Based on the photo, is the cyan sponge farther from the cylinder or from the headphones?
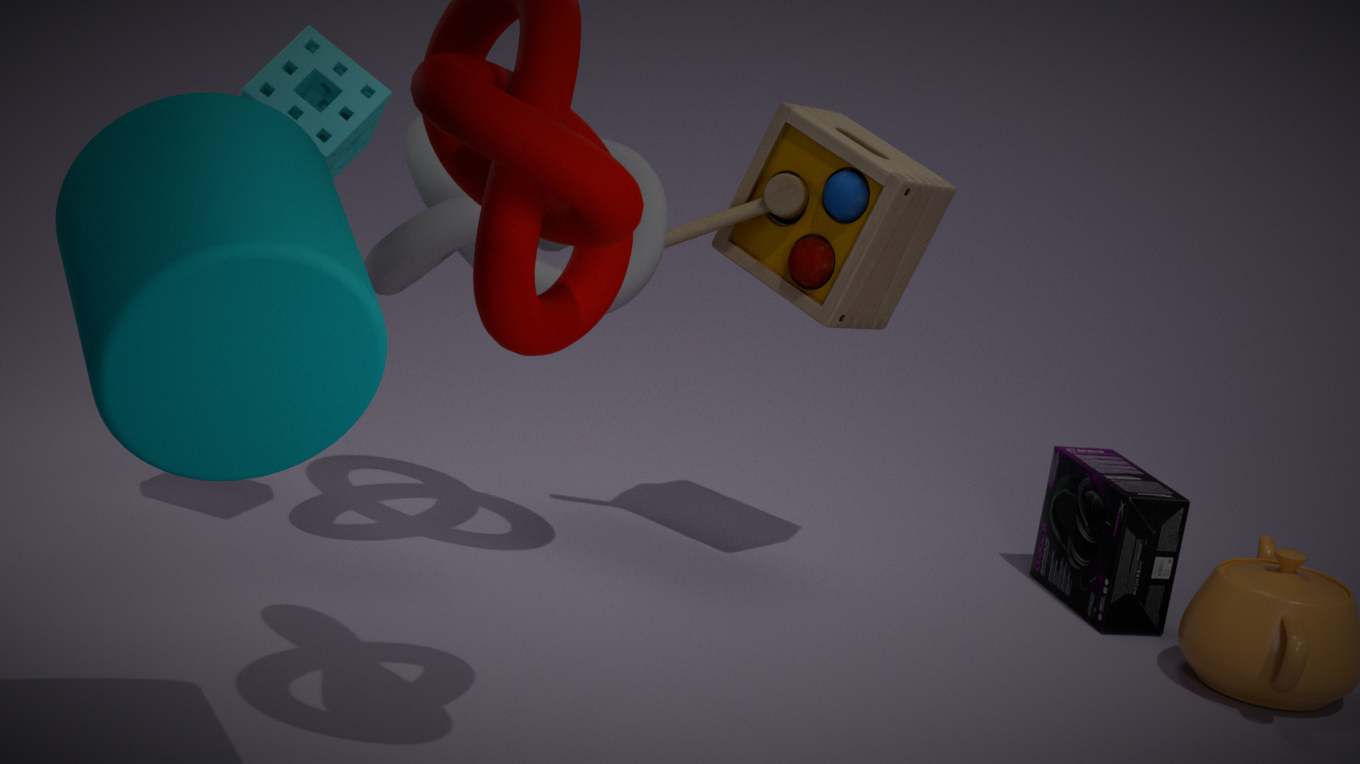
the headphones
